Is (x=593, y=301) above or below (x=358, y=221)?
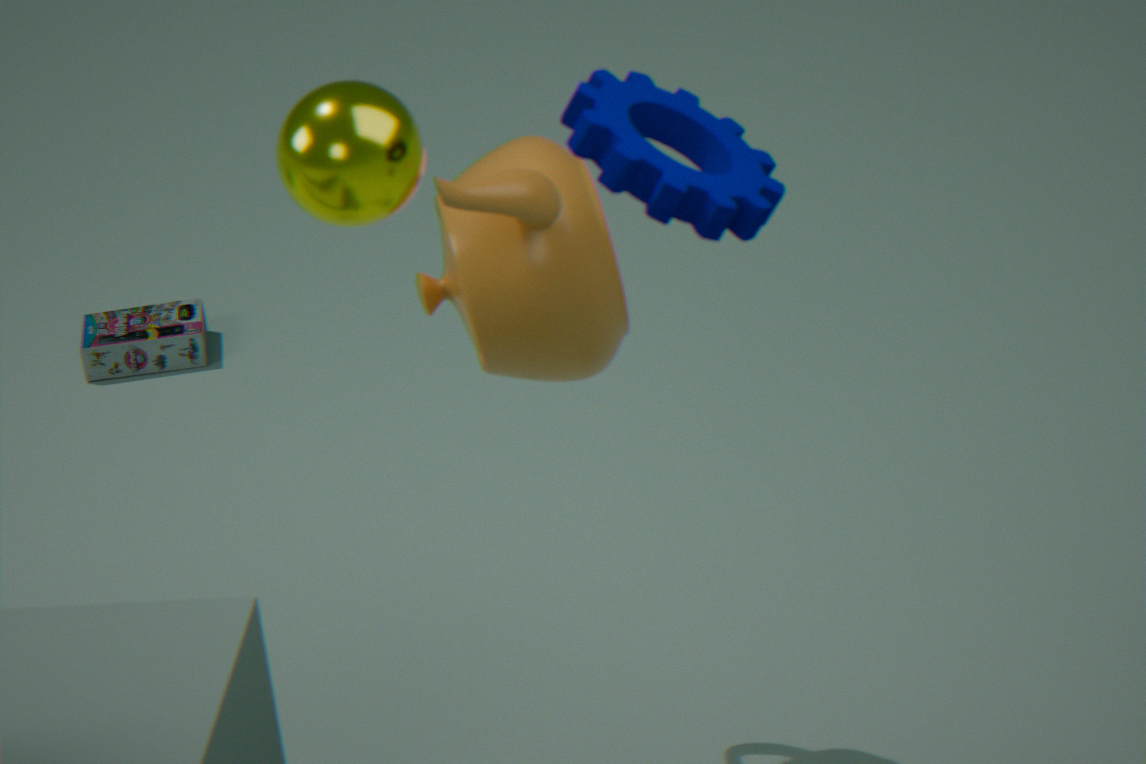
below
